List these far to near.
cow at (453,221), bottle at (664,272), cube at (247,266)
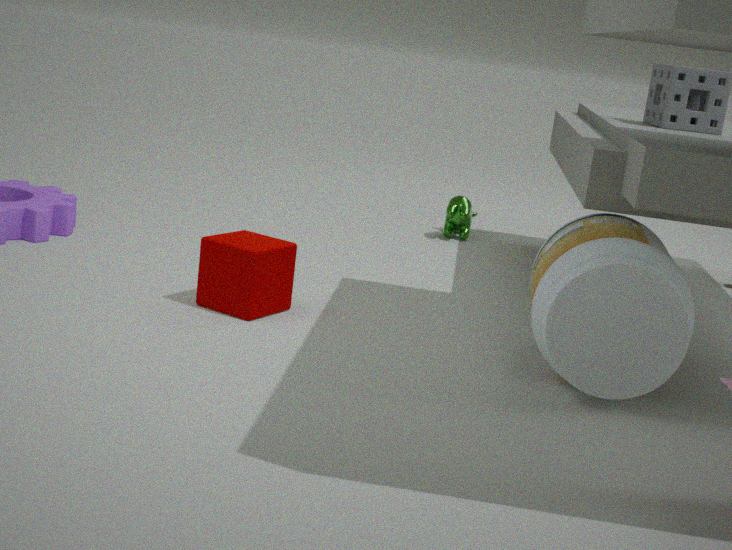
cow at (453,221), cube at (247,266), bottle at (664,272)
